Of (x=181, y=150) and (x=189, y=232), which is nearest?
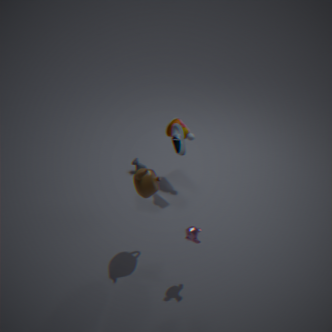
(x=189, y=232)
